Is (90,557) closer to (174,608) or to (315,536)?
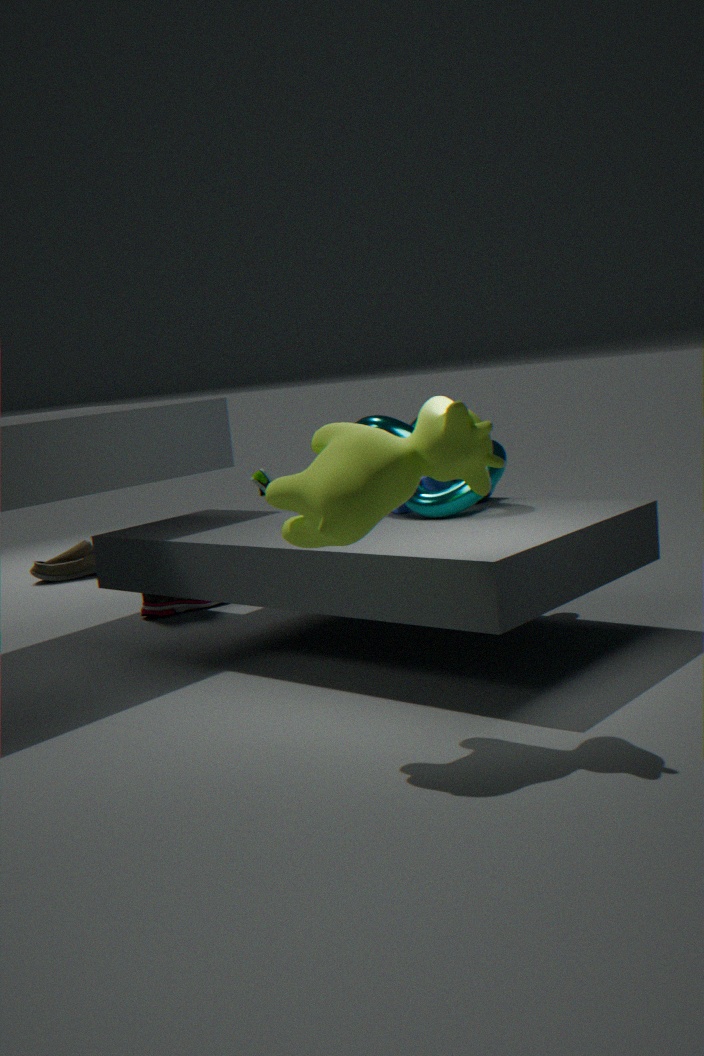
(174,608)
